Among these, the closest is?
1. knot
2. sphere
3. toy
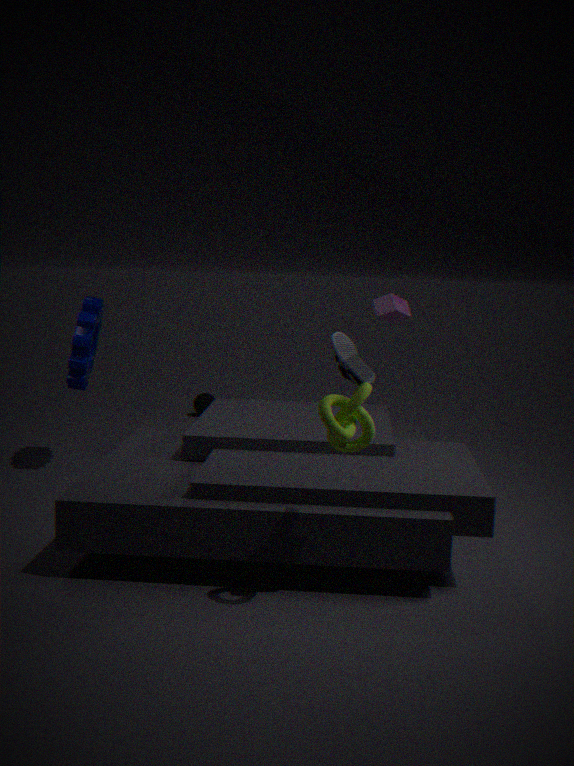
knot
